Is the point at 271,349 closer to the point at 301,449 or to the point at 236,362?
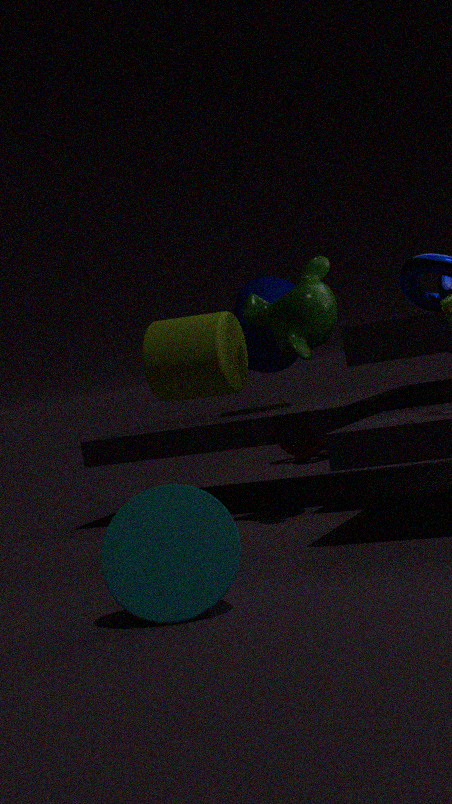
the point at 236,362
